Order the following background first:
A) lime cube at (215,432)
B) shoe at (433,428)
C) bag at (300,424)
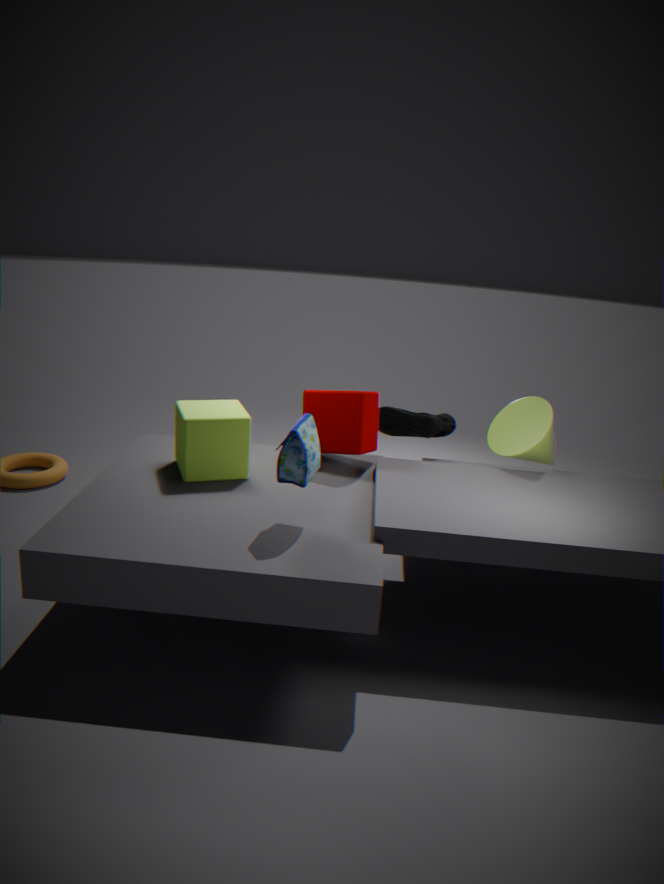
shoe at (433,428) → lime cube at (215,432) → bag at (300,424)
